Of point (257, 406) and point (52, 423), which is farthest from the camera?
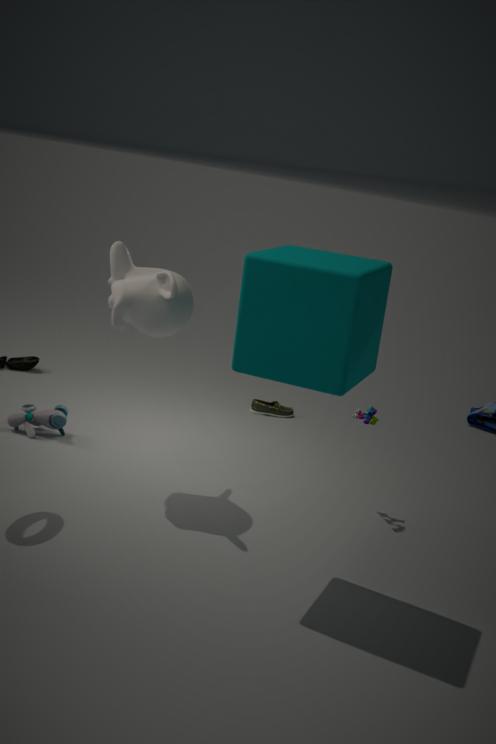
point (257, 406)
